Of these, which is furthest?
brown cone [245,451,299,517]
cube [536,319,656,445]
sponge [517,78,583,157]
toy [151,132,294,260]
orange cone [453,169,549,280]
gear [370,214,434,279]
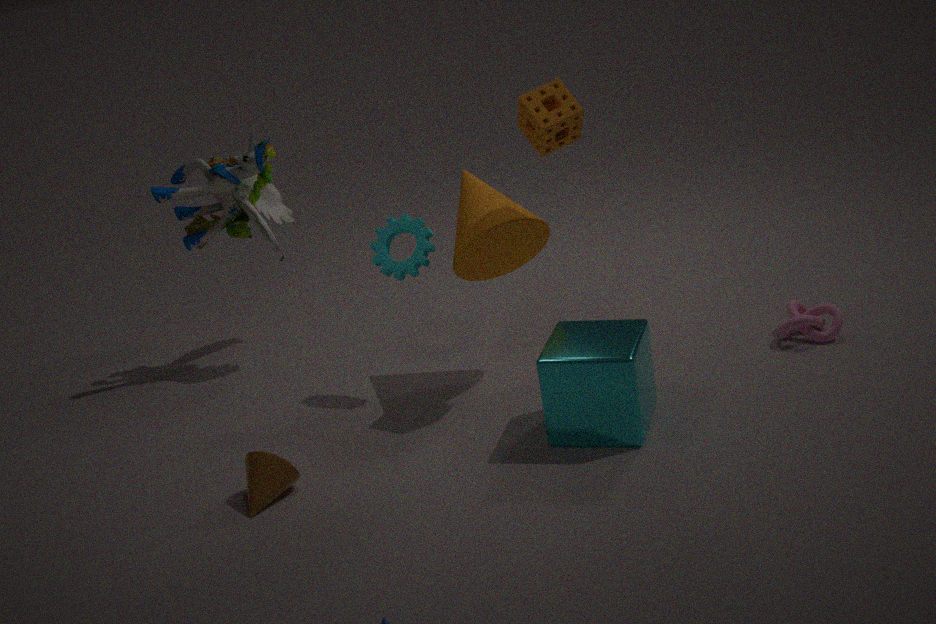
toy [151,132,294,260]
